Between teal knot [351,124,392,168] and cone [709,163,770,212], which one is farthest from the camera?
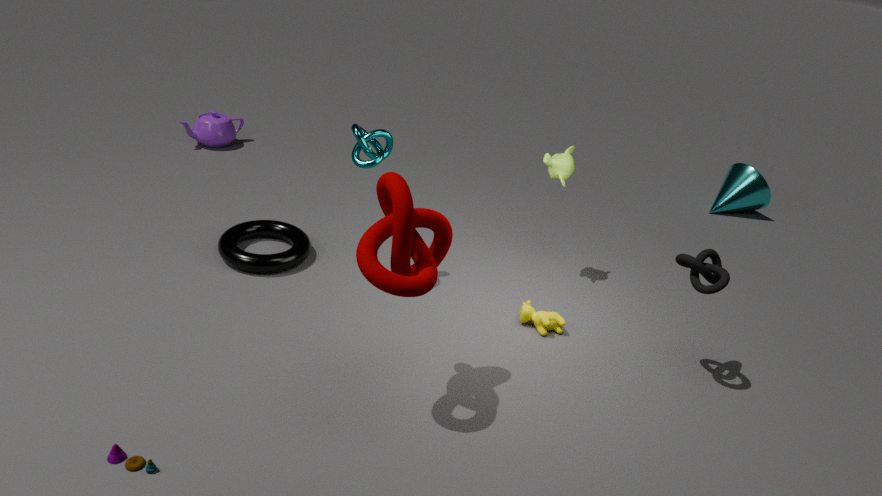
Answer: cone [709,163,770,212]
